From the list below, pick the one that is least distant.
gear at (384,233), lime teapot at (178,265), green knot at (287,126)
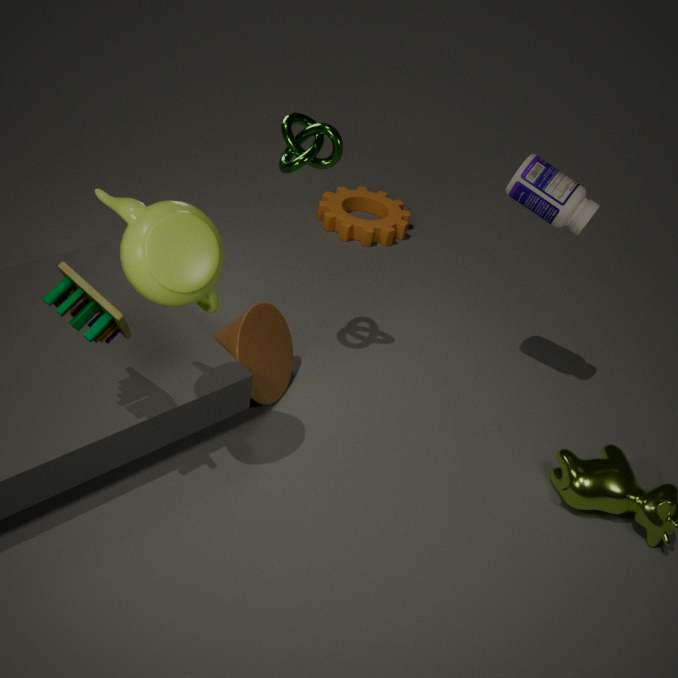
lime teapot at (178,265)
